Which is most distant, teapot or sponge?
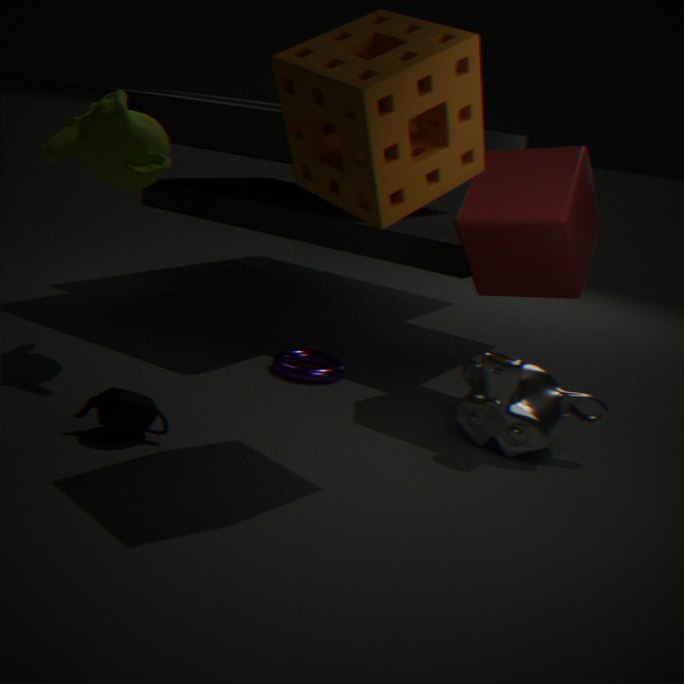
teapot
